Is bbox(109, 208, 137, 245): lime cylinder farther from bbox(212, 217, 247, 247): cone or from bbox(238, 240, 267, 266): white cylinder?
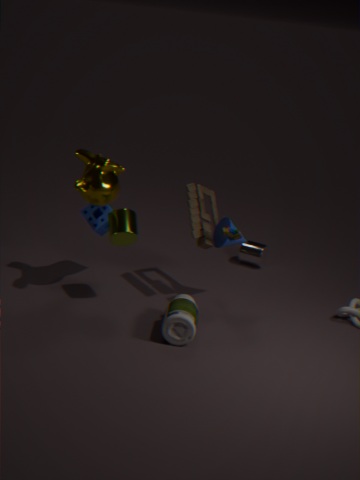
bbox(238, 240, 267, 266): white cylinder
